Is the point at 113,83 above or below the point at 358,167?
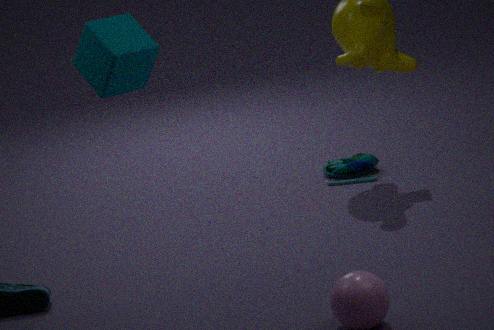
above
